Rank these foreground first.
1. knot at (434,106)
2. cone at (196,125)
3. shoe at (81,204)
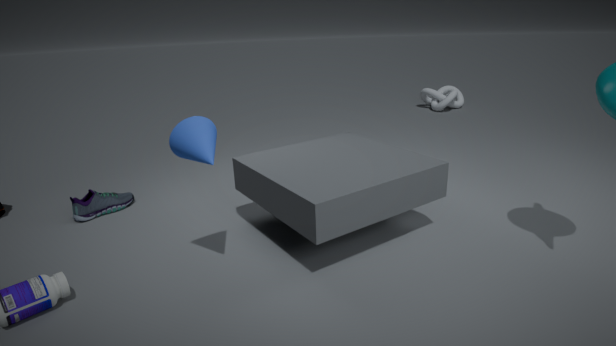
cone at (196,125), shoe at (81,204), knot at (434,106)
